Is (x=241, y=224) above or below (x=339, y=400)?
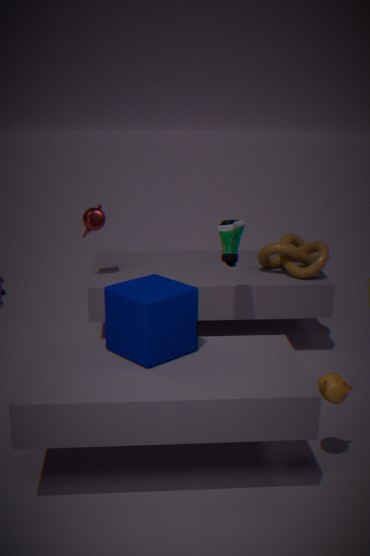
above
